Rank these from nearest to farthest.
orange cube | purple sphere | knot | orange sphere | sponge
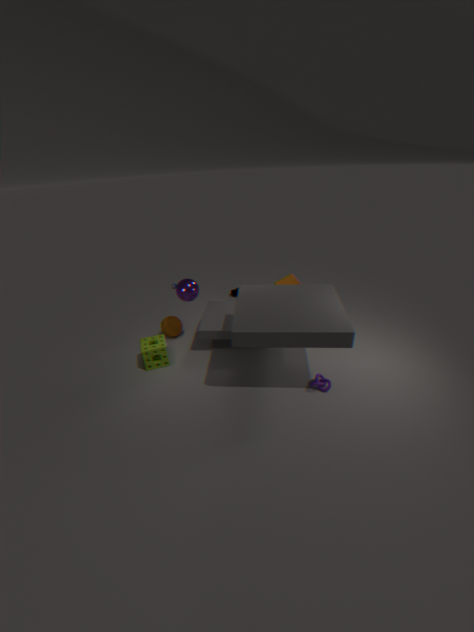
knot, sponge, purple sphere, orange sphere, orange cube
